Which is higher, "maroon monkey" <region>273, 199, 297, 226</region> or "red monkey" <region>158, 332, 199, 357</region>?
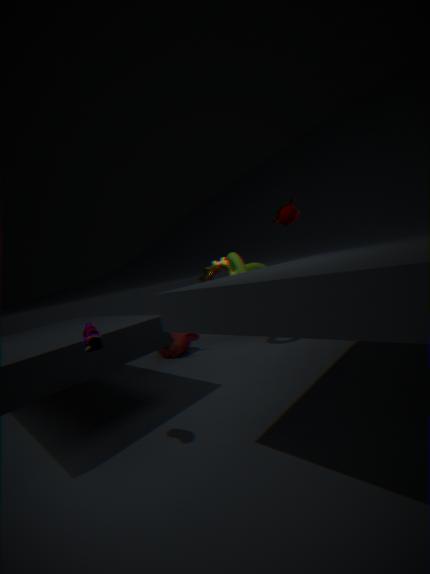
"maroon monkey" <region>273, 199, 297, 226</region>
